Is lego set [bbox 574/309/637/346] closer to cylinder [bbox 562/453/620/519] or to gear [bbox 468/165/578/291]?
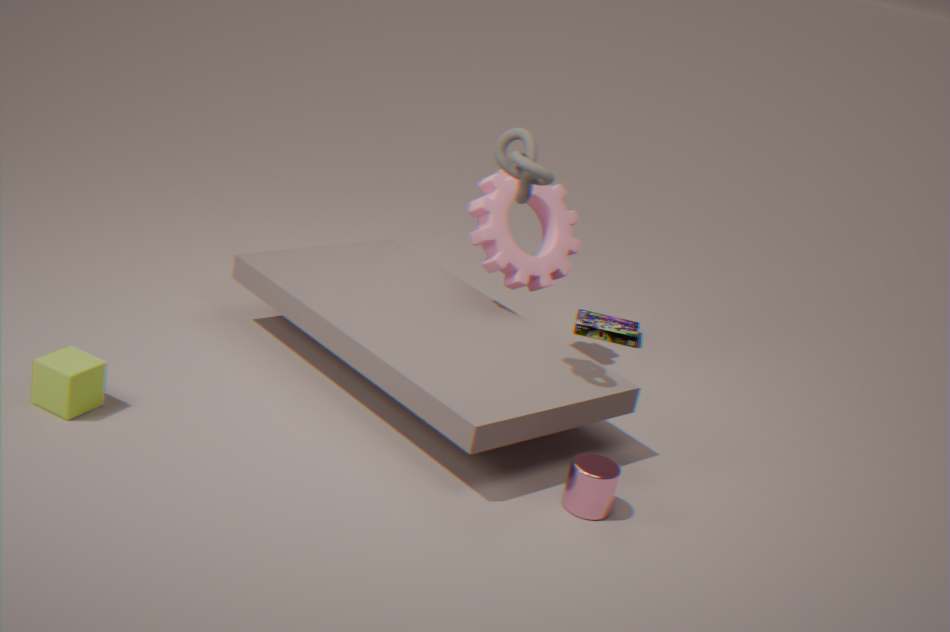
gear [bbox 468/165/578/291]
